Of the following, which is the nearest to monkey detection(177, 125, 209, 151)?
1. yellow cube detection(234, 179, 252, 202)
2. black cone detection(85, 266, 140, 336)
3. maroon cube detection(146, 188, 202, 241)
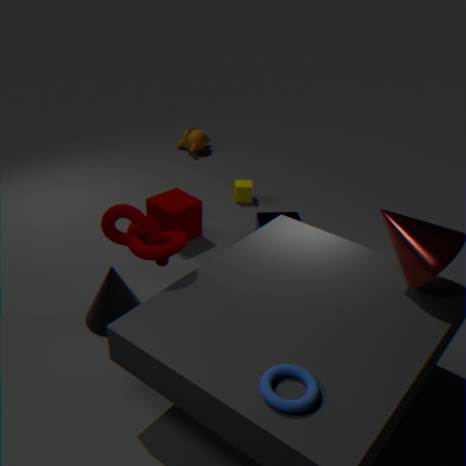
yellow cube detection(234, 179, 252, 202)
